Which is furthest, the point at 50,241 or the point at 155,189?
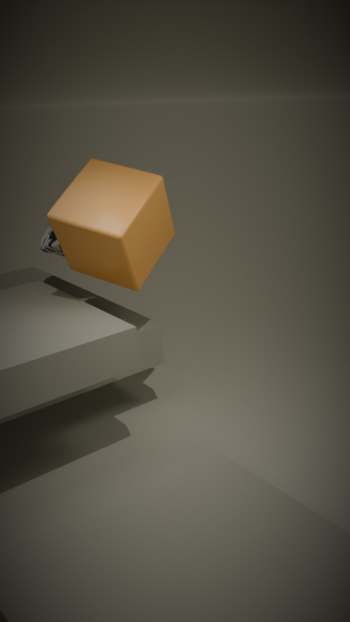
the point at 50,241
